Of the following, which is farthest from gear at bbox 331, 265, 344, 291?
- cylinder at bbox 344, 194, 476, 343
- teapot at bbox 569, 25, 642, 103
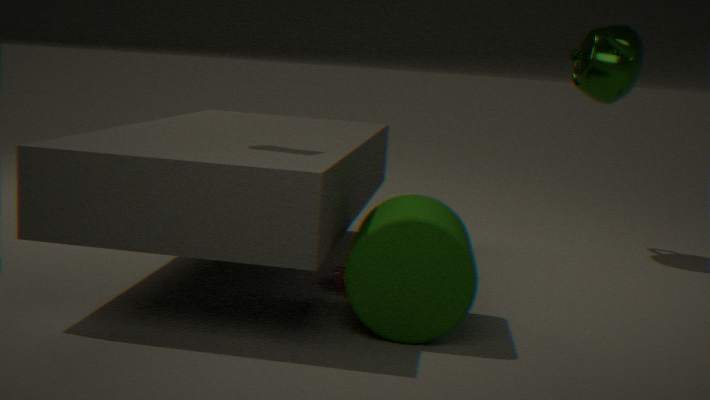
teapot at bbox 569, 25, 642, 103
